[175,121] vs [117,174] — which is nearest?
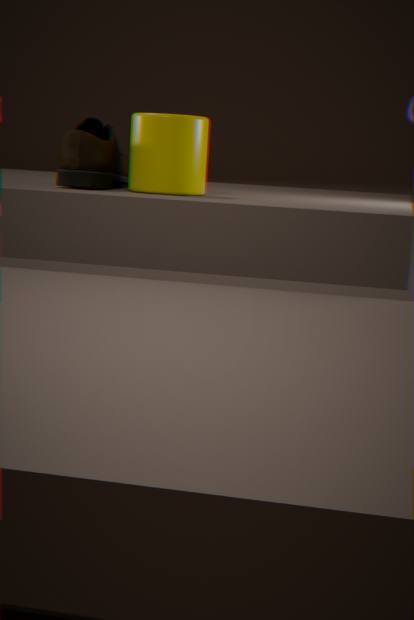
[175,121]
